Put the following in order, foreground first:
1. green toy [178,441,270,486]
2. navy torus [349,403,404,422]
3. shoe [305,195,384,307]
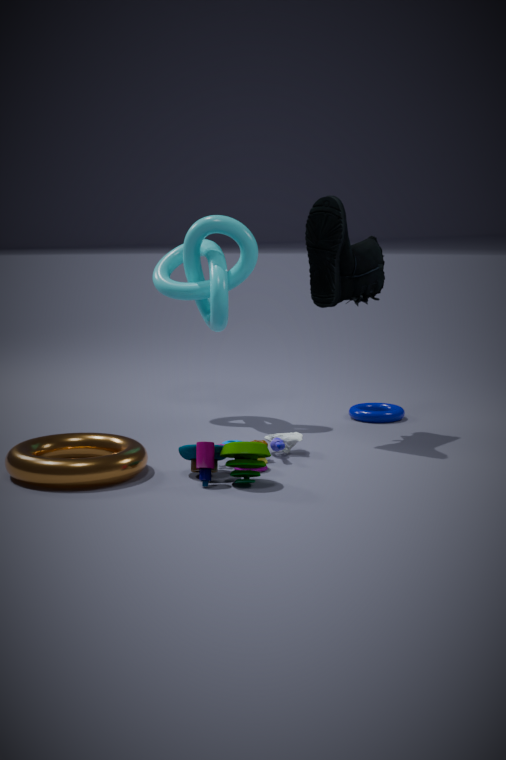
green toy [178,441,270,486] → shoe [305,195,384,307] → navy torus [349,403,404,422]
